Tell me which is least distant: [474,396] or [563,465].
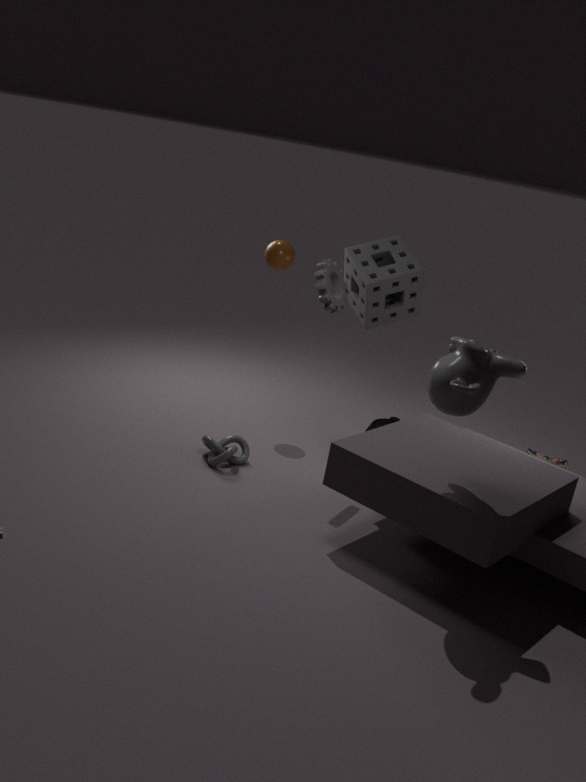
[474,396]
